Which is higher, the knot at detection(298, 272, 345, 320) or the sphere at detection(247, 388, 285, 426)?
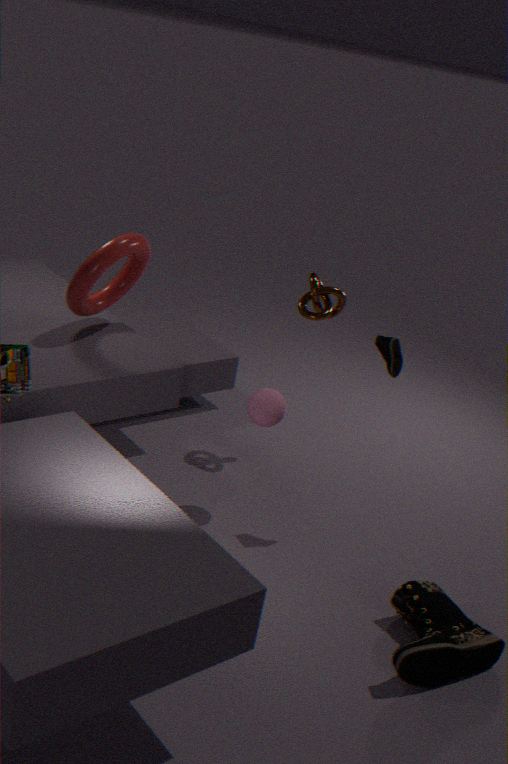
the knot at detection(298, 272, 345, 320)
